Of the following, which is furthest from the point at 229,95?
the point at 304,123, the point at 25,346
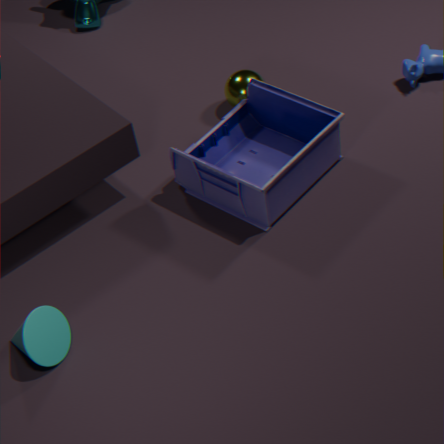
the point at 25,346
